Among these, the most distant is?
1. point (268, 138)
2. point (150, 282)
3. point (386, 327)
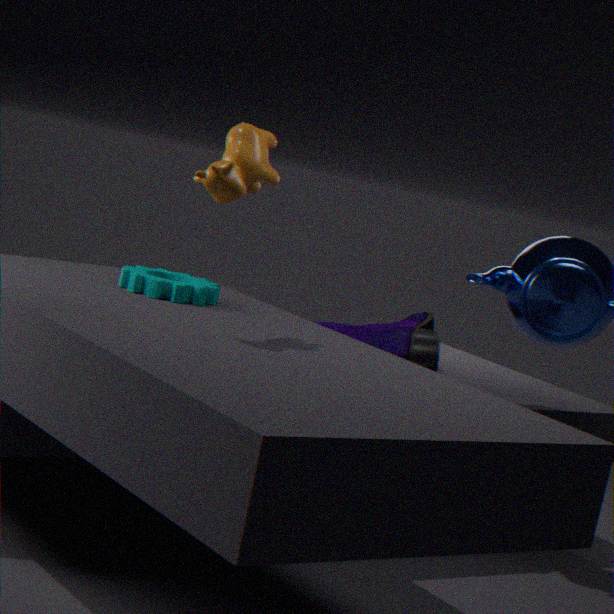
point (386, 327)
